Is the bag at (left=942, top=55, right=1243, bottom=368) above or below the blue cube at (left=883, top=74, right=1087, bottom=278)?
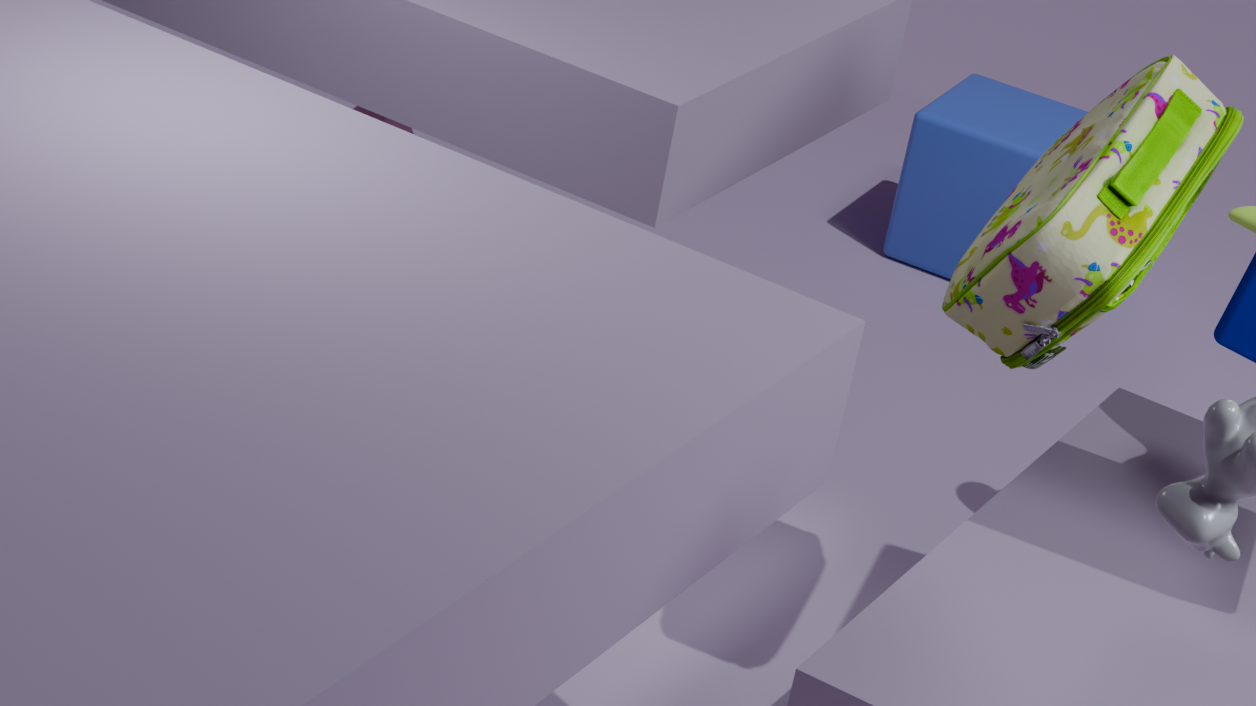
above
